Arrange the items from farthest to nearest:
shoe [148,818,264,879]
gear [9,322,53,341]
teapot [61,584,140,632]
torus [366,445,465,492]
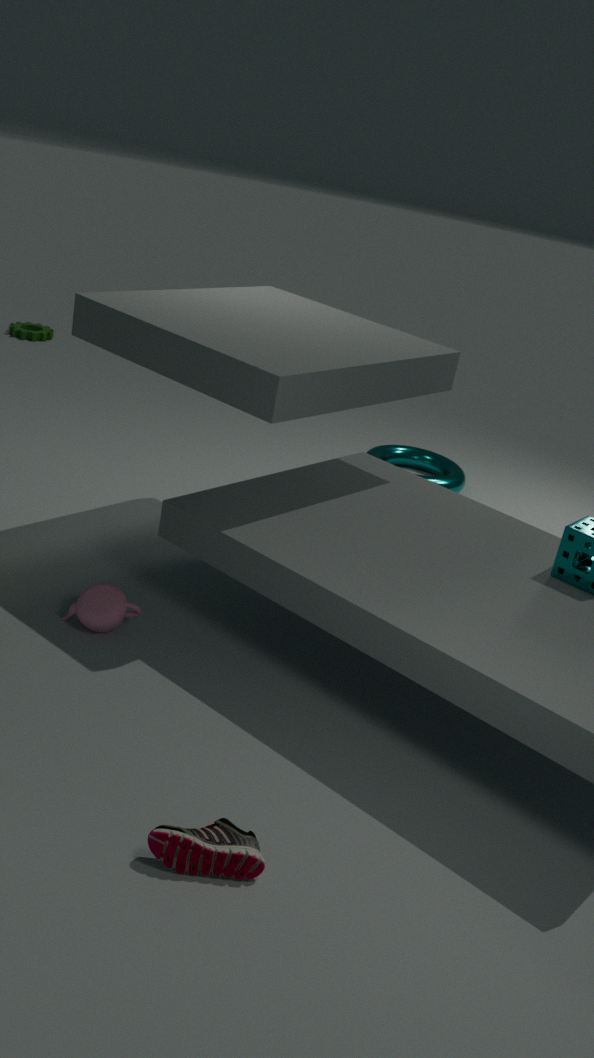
1. gear [9,322,53,341]
2. torus [366,445,465,492]
3. teapot [61,584,140,632]
4. shoe [148,818,264,879]
